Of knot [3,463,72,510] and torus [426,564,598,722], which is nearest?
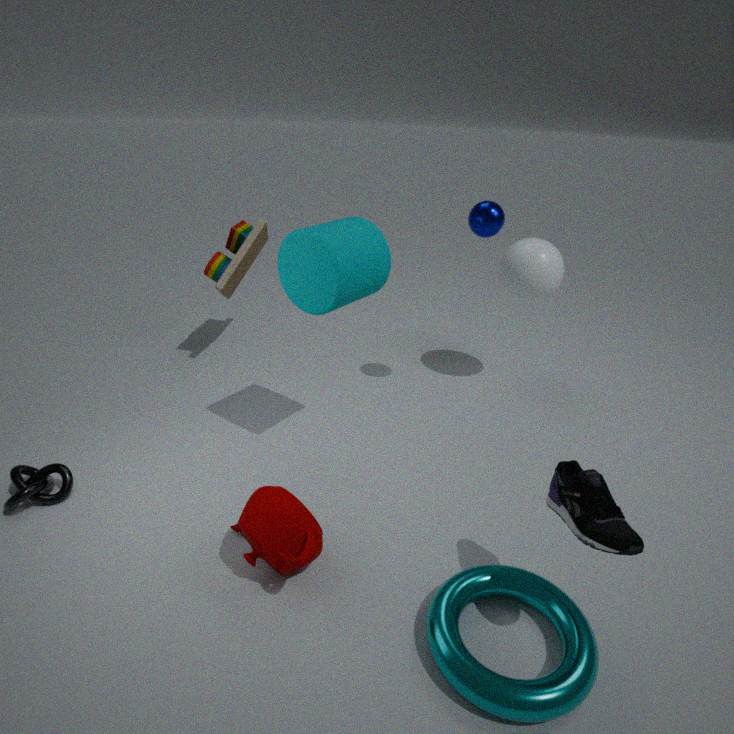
torus [426,564,598,722]
